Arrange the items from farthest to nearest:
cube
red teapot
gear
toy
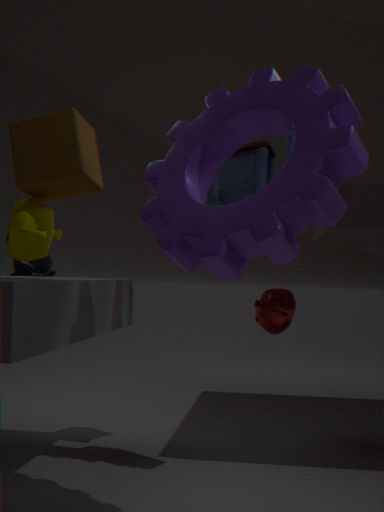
red teapot
toy
cube
gear
